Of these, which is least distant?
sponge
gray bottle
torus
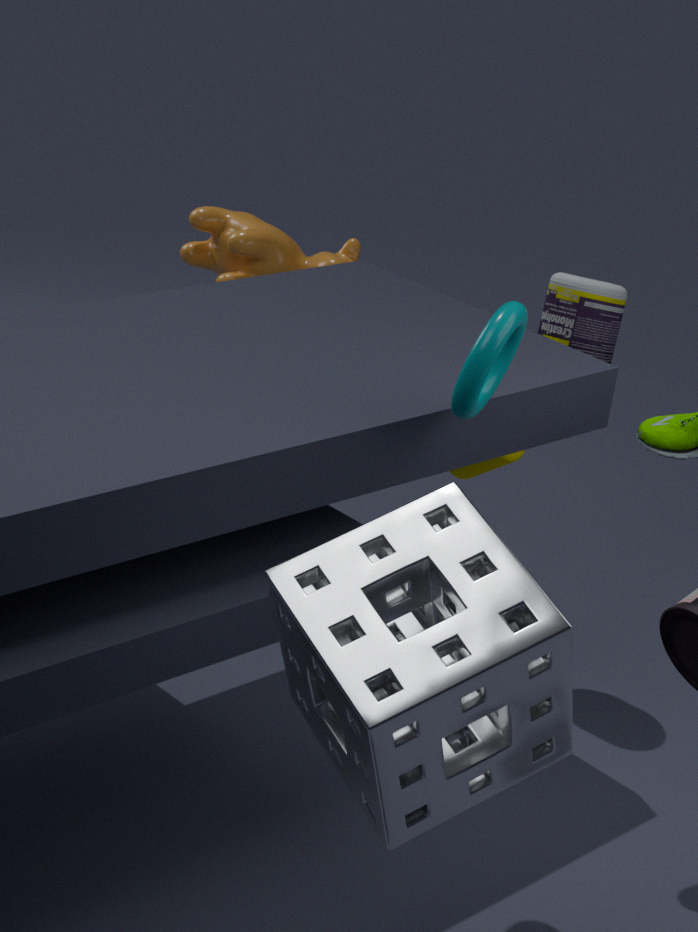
sponge
